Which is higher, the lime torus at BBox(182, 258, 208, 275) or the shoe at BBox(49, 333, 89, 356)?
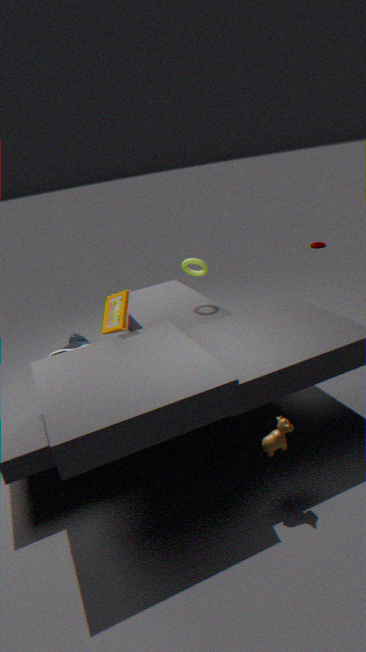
the lime torus at BBox(182, 258, 208, 275)
